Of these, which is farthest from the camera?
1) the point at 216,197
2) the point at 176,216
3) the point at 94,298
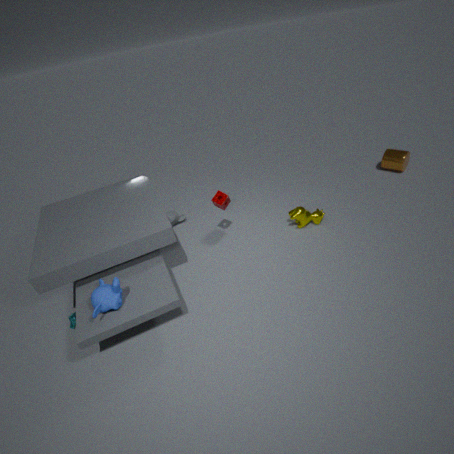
2. the point at 176,216
